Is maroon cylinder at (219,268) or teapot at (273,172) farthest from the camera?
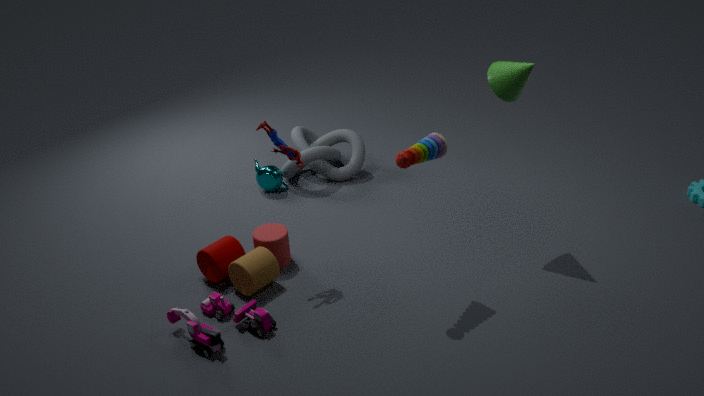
teapot at (273,172)
